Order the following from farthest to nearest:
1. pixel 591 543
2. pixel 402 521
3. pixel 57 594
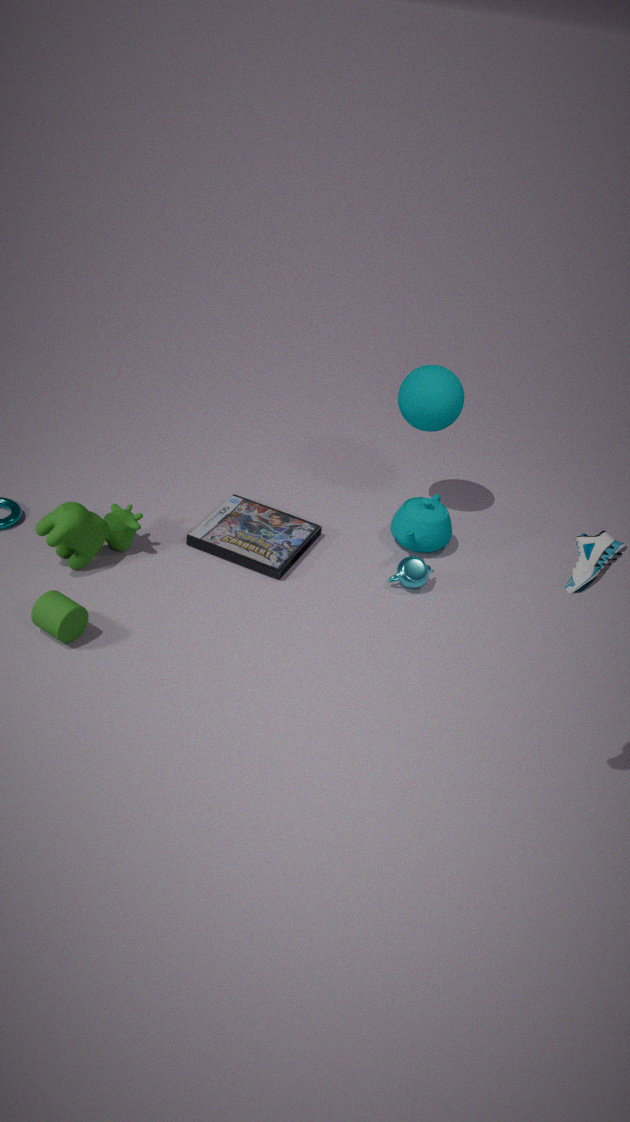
pixel 402 521 < pixel 57 594 < pixel 591 543
